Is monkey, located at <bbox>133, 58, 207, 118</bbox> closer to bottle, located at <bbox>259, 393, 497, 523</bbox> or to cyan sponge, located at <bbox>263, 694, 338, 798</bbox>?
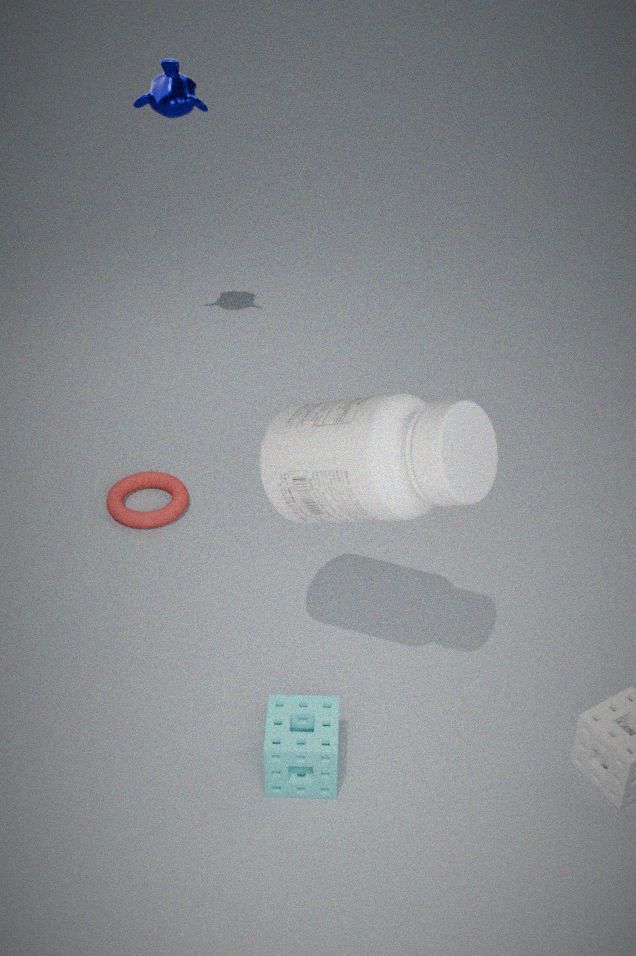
bottle, located at <bbox>259, 393, 497, 523</bbox>
